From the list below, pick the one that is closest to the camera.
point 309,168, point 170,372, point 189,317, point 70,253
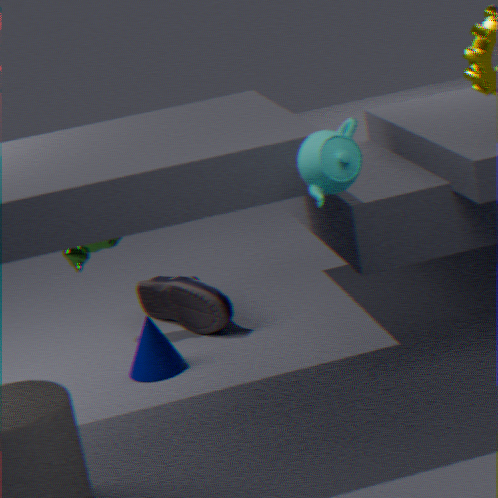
point 309,168
